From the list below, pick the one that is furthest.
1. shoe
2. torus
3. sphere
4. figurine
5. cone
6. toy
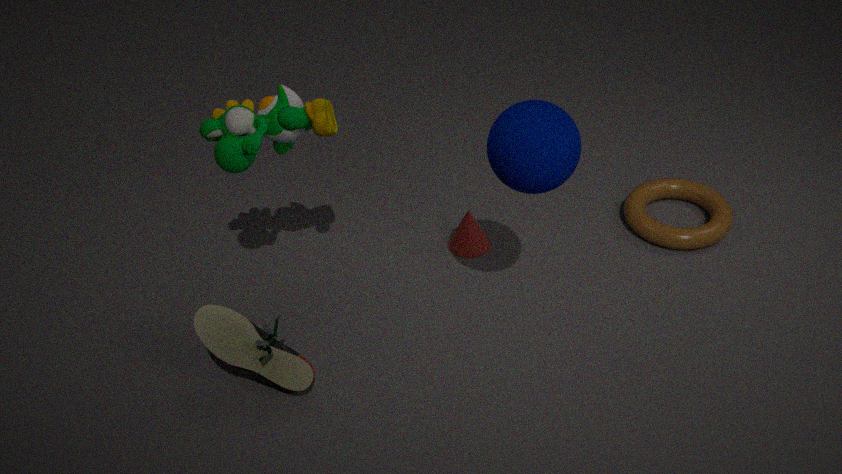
A: cone
